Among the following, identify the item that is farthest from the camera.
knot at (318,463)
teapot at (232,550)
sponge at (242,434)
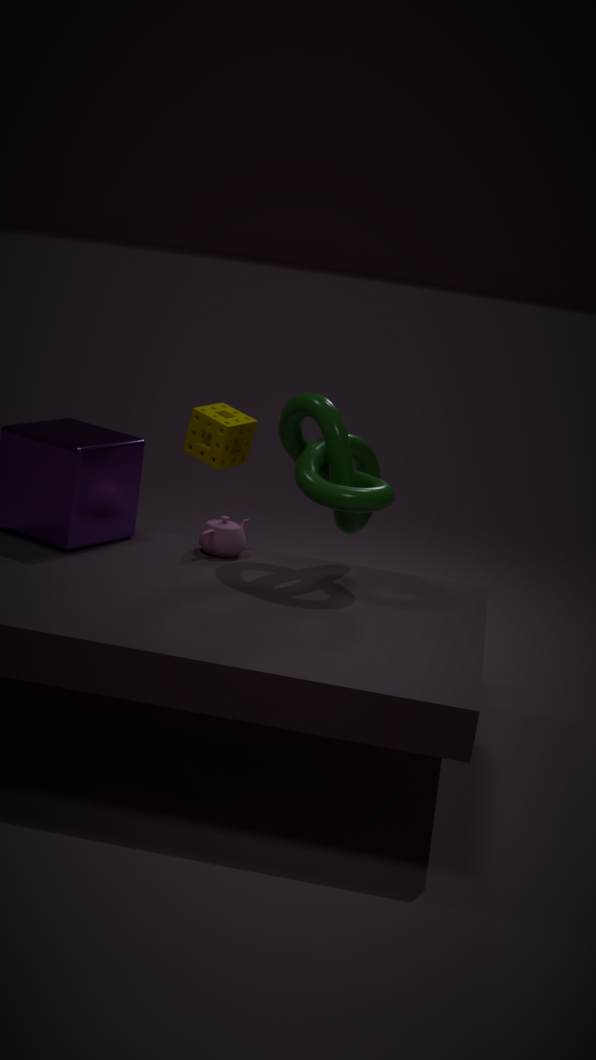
sponge at (242,434)
